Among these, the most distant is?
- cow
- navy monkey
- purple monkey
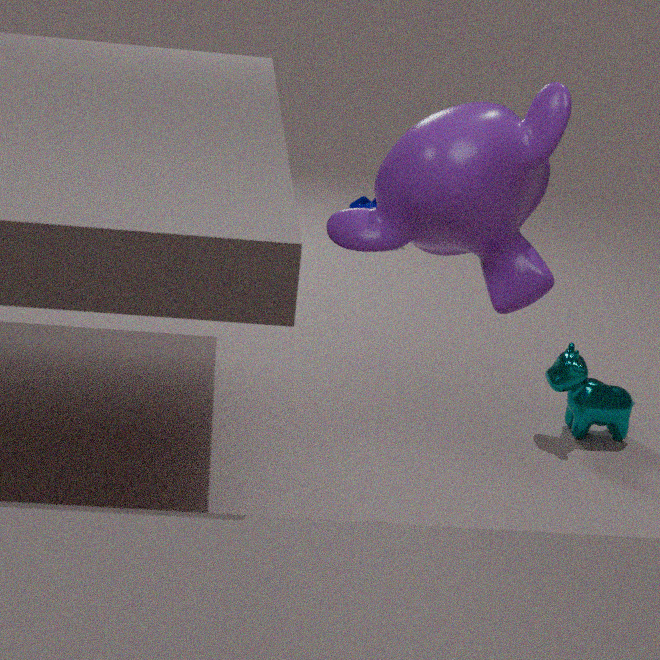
navy monkey
